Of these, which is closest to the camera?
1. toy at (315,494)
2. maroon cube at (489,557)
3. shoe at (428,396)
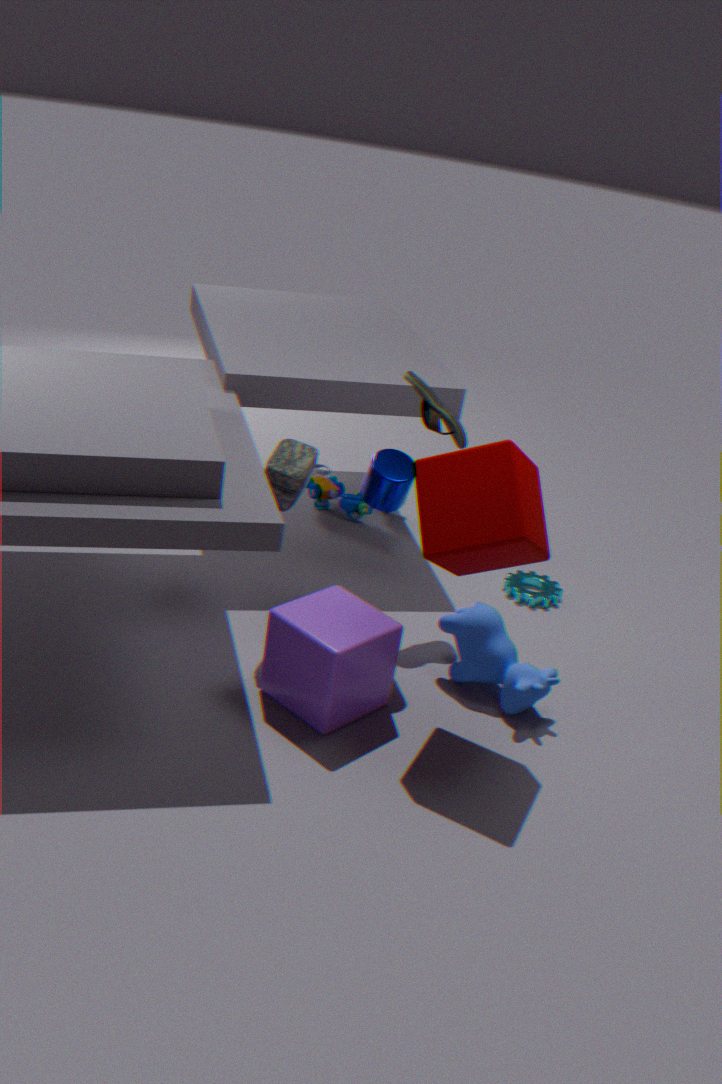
maroon cube at (489,557)
